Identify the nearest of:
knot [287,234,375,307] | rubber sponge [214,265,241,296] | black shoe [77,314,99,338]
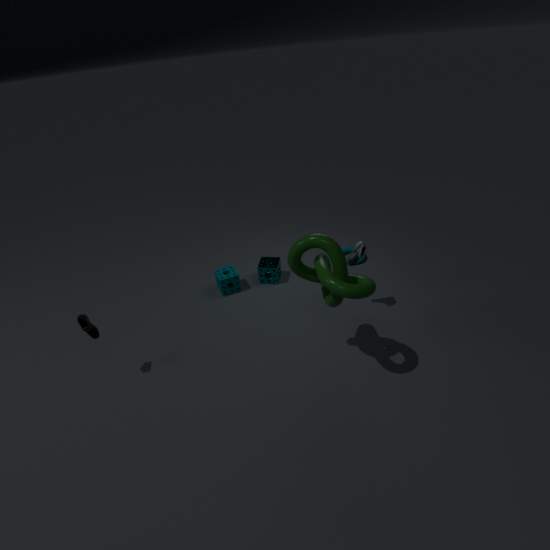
knot [287,234,375,307]
